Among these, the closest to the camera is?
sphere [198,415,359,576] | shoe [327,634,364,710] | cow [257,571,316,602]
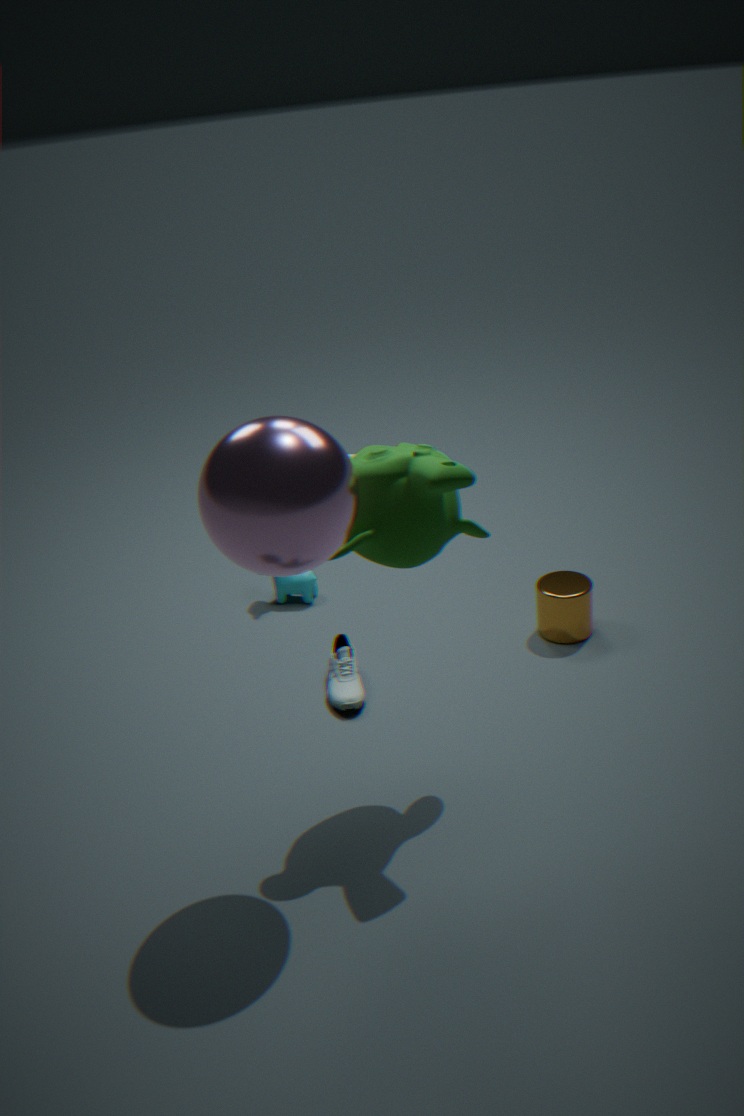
sphere [198,415,359,576]
